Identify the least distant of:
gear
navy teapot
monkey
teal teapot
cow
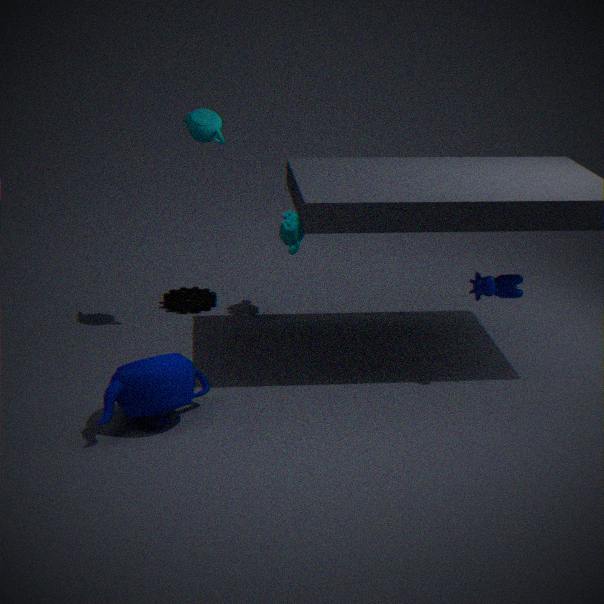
navy teapot
